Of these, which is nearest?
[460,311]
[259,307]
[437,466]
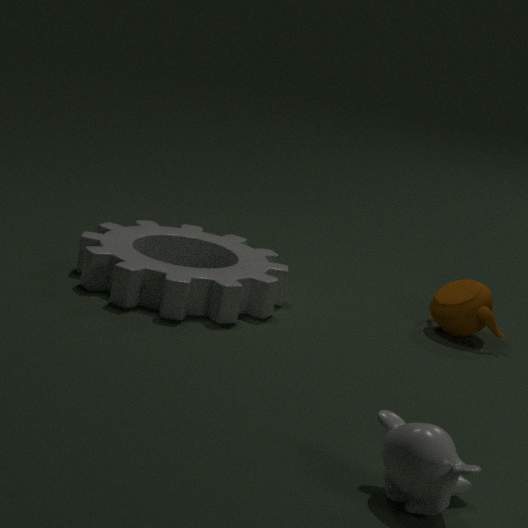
[437,466]
